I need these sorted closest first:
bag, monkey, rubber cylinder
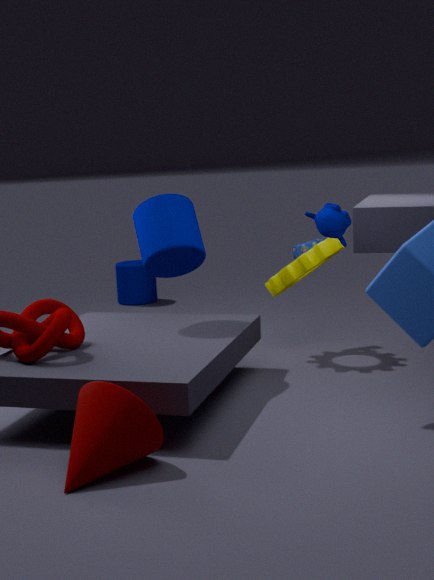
monkey
bag
rubber cylinder
